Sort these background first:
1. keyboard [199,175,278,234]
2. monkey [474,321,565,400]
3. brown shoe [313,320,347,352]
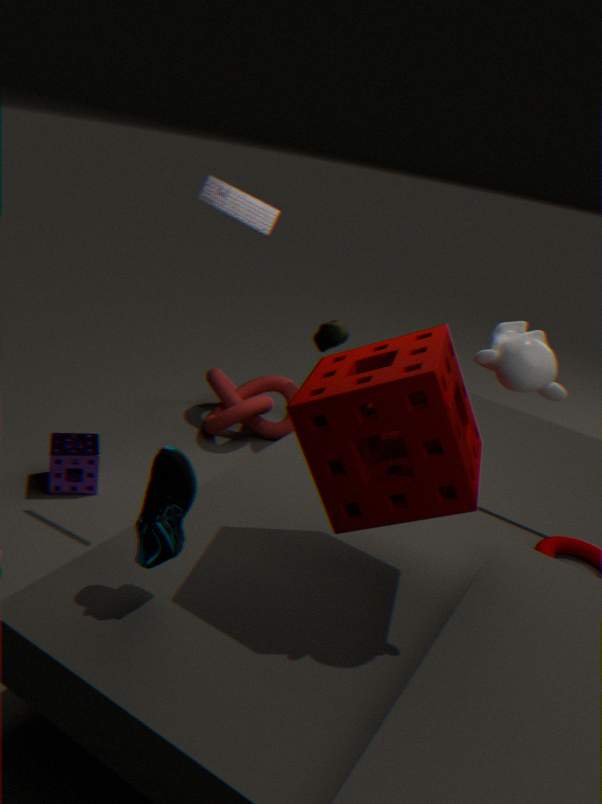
brown shoe [313,320,347,352], keyboard [199,175,278,234], monkey [474,321,565,400]
